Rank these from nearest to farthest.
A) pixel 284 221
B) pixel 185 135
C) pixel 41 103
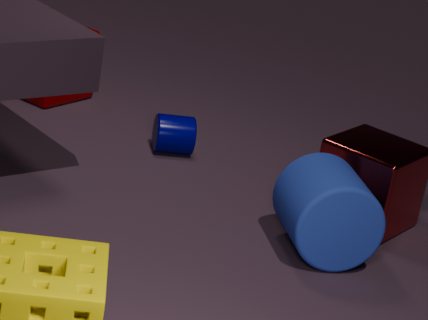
pixel 284 221
pixel 185 135
pixel 41 103
